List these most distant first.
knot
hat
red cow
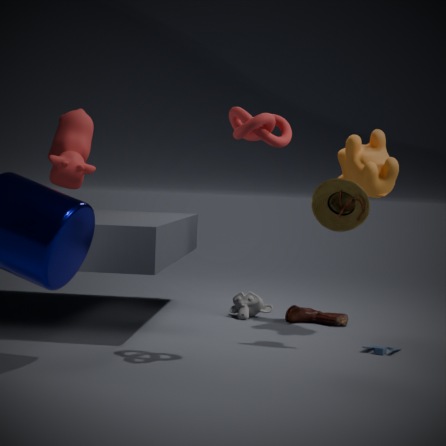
red cow → hat → knot
